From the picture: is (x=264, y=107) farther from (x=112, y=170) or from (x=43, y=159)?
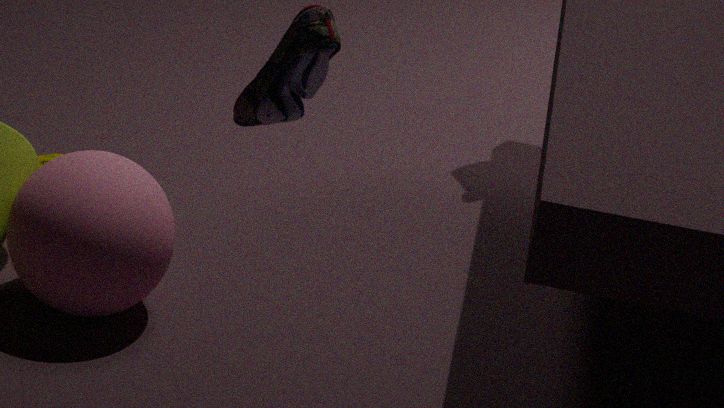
(x=43, y=159)
